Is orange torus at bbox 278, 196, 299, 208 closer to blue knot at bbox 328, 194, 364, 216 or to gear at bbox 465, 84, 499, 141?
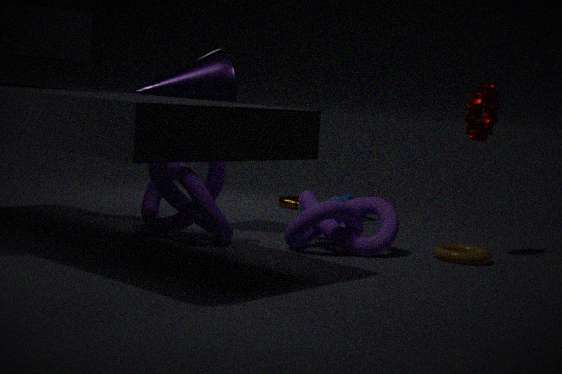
blue knot at bbox 328, 194, 364, 216
